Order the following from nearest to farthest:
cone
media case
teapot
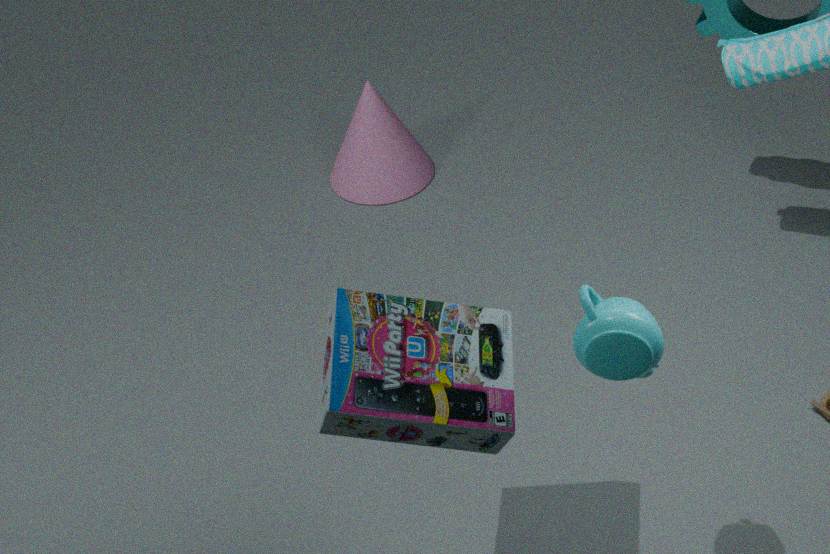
1. teapot
2. media case
3. cone
